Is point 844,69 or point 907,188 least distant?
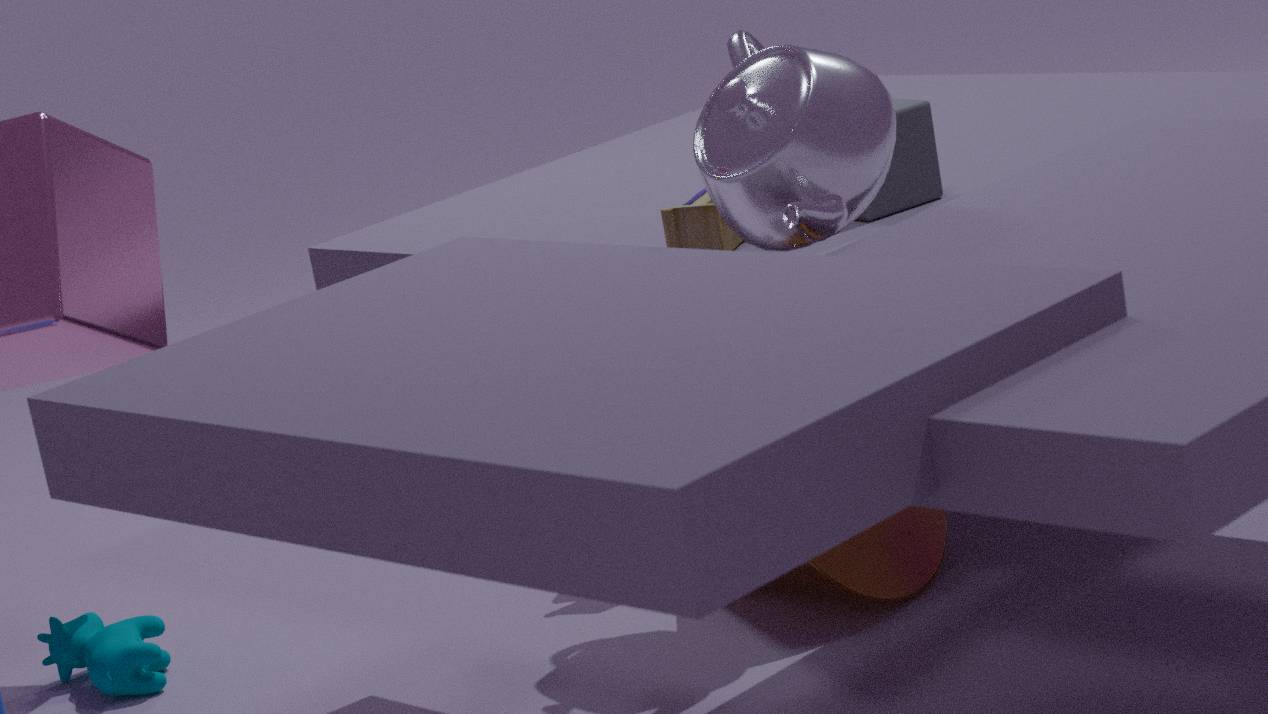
point 844,69
